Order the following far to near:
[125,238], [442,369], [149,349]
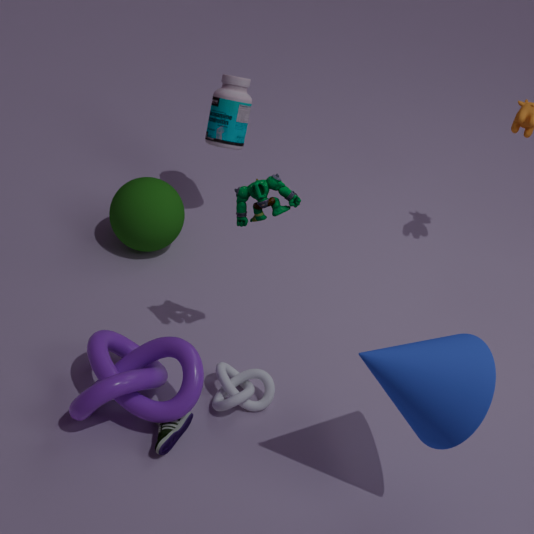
[125,238] → [149,349] → [442,369]
